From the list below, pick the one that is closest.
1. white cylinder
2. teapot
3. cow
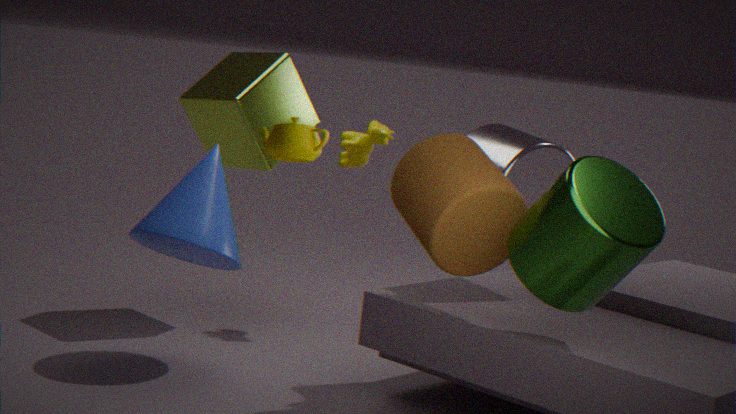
teapot
